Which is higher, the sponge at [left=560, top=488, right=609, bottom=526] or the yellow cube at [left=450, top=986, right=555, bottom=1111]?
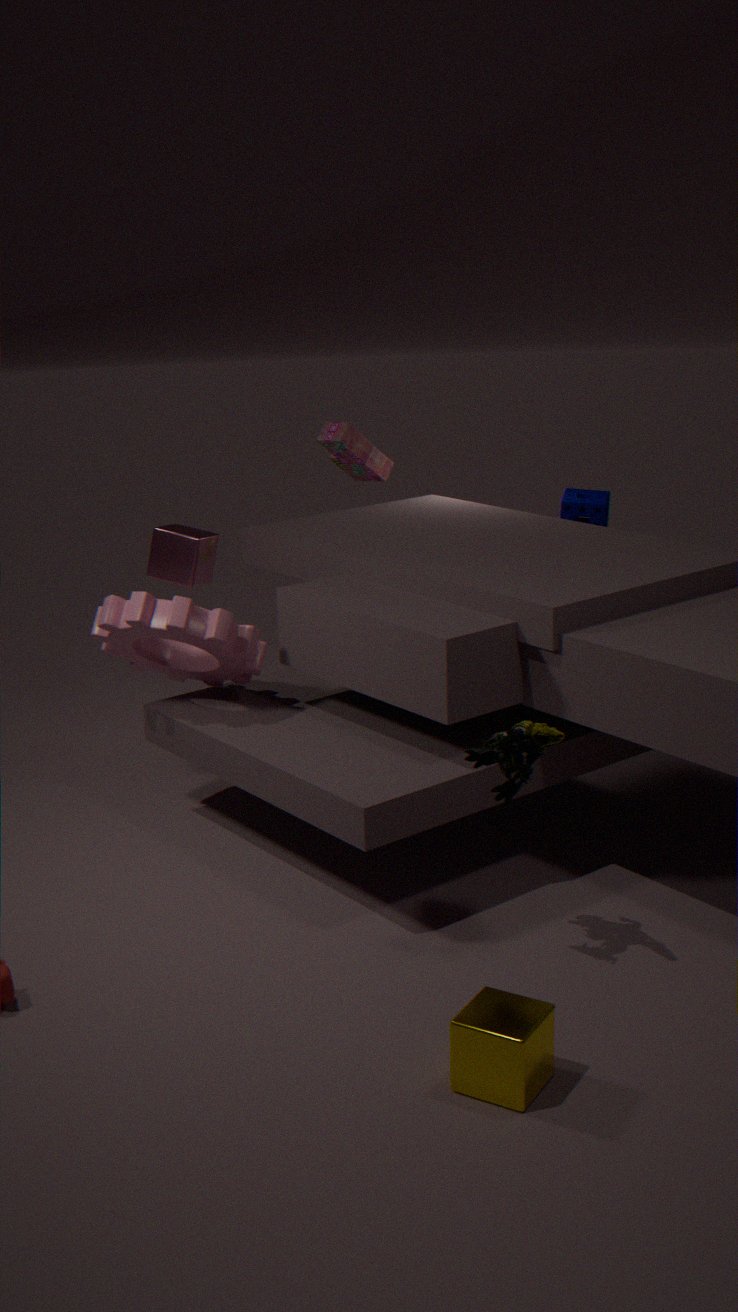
the sponge at [left=560, top=488, right=609, bottom=526]
